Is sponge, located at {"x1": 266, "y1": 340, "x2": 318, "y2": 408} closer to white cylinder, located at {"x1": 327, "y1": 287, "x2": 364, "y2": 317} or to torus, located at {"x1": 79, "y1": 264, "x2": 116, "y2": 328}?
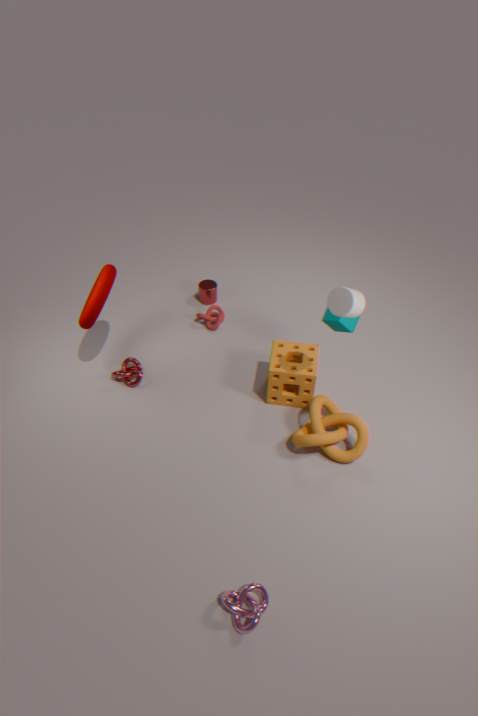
white cylinder, located at {"x1": 327, "y1": 287, "x2": 364, "y2": 317}
